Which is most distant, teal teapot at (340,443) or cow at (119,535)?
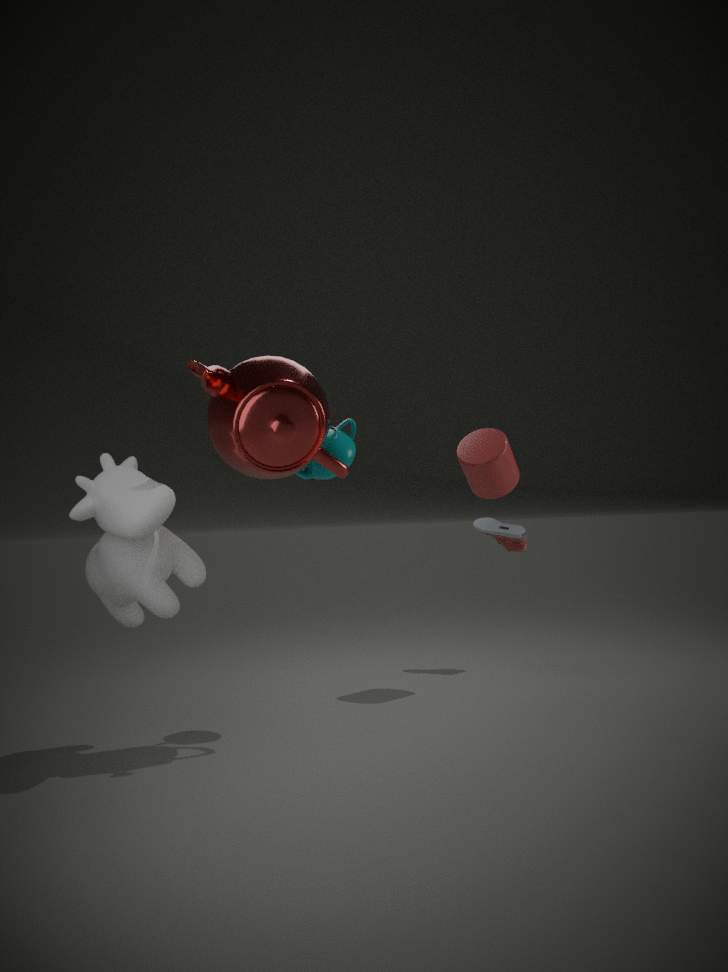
teal teapot at (340,443)
